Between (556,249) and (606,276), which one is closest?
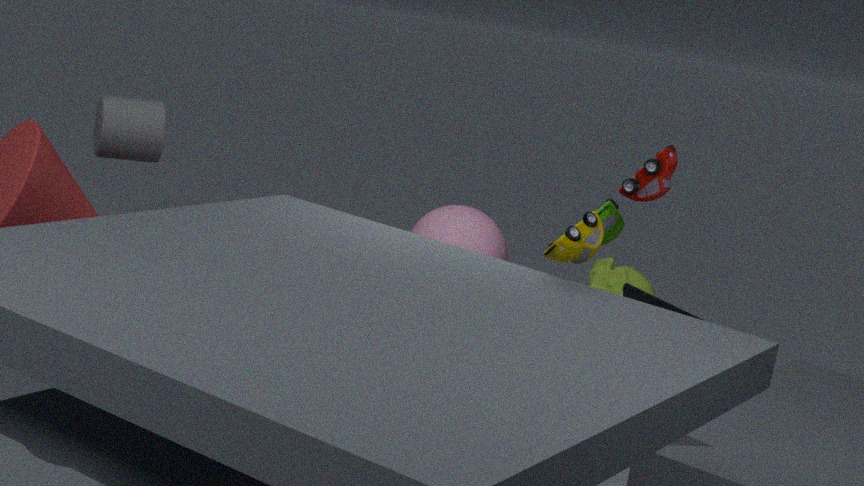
(556,249)
